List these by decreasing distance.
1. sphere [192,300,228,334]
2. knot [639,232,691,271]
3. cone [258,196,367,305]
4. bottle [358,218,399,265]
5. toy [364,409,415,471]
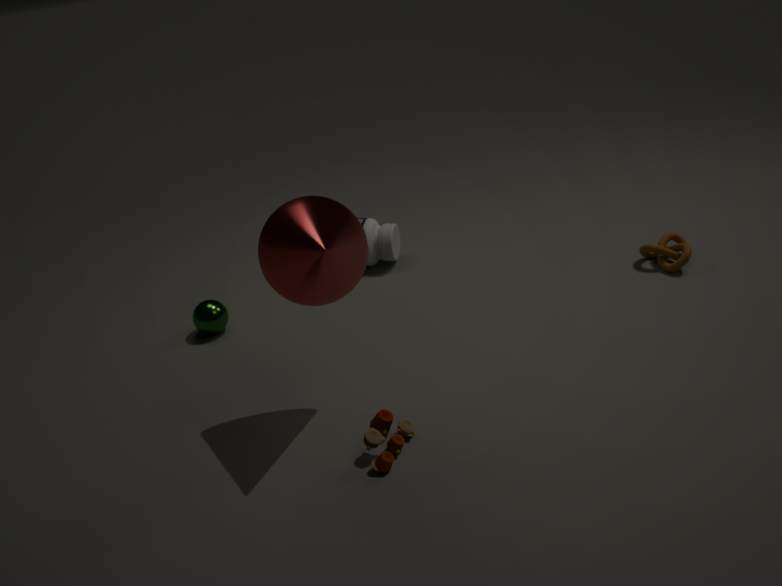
bottle [358,218,399,265] < knot [639,232,691,271] < sphere [192,300,228,334] < toy [364,409,415,471] < cone [258,196,367,305]
